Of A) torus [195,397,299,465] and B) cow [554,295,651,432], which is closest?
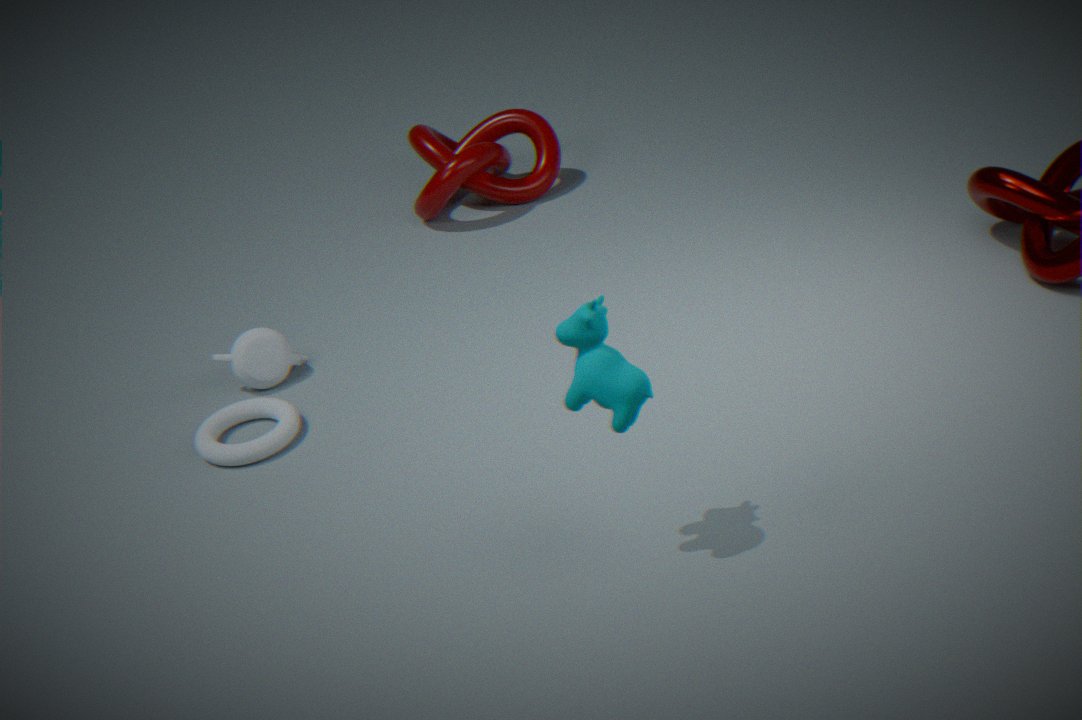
B. cow [554,295,651,432]
